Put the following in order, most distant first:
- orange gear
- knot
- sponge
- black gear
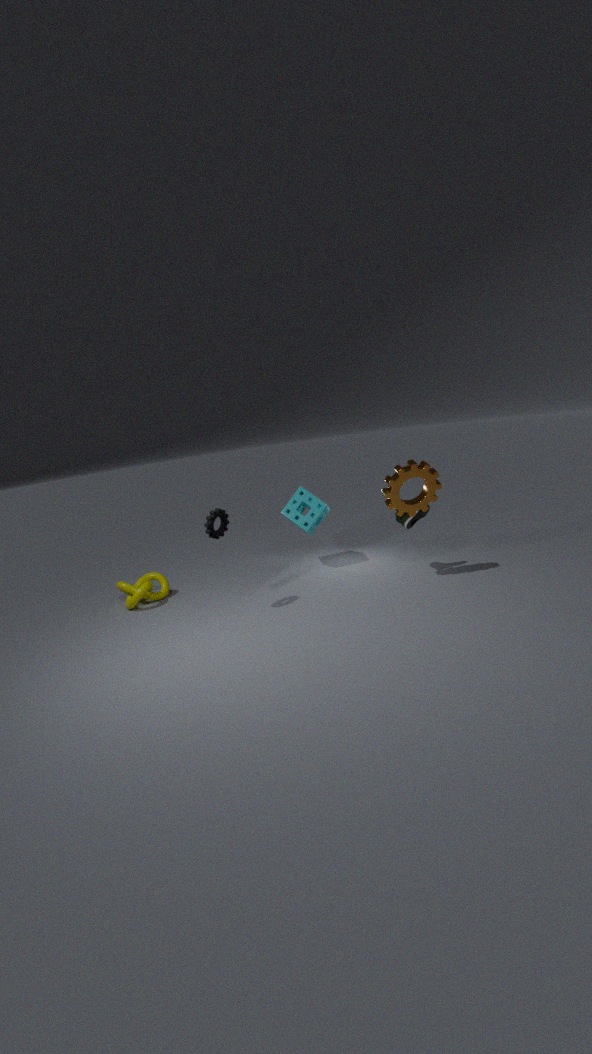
sponge
knot
orange gear
black gear
